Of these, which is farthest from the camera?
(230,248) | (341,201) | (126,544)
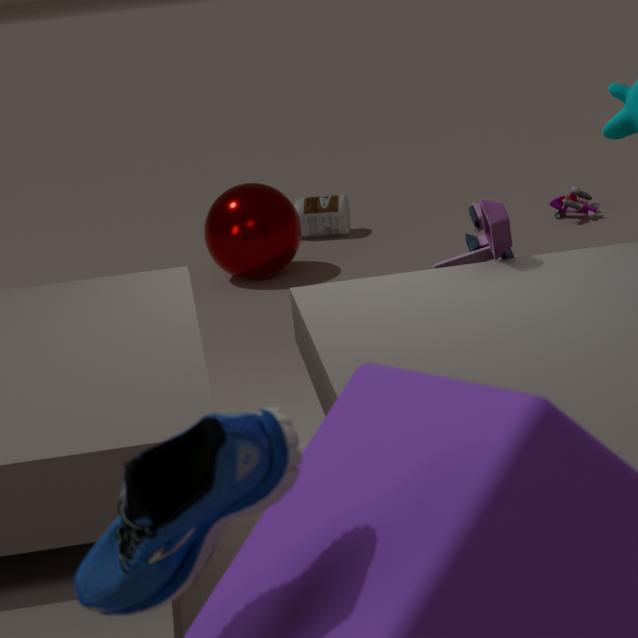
(341,201)
